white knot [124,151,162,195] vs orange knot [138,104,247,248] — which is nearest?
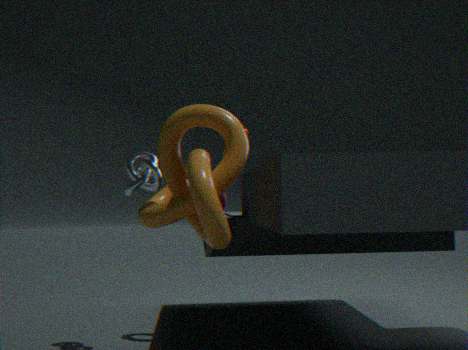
orange knot [138,104,247,248]
